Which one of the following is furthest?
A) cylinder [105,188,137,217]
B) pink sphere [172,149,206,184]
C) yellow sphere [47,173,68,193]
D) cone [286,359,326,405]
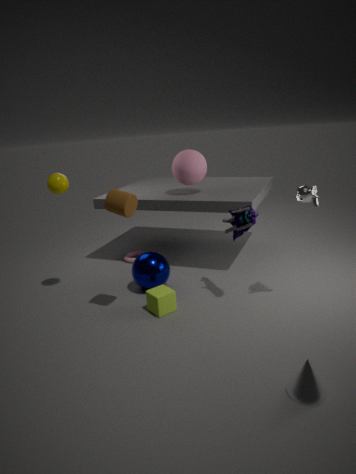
pink sphere [172,149,206,184]
